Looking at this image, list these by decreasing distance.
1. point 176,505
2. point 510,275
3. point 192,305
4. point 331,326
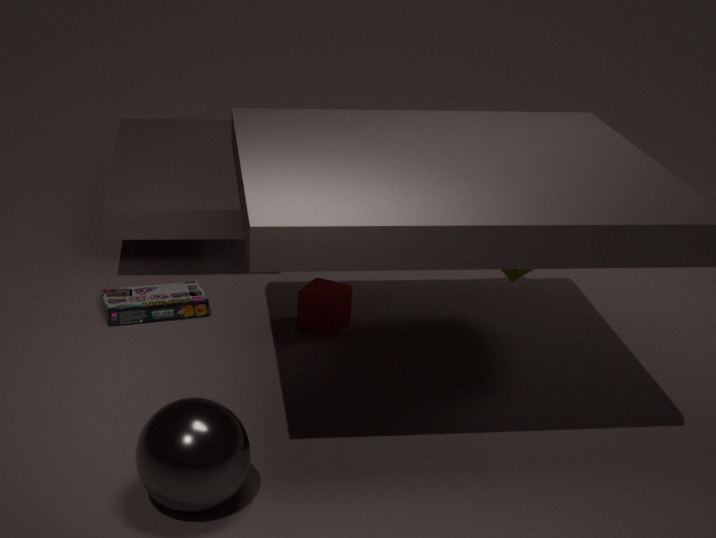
point 192,305 < point 331,326 < point 510,275 < point 176,505
